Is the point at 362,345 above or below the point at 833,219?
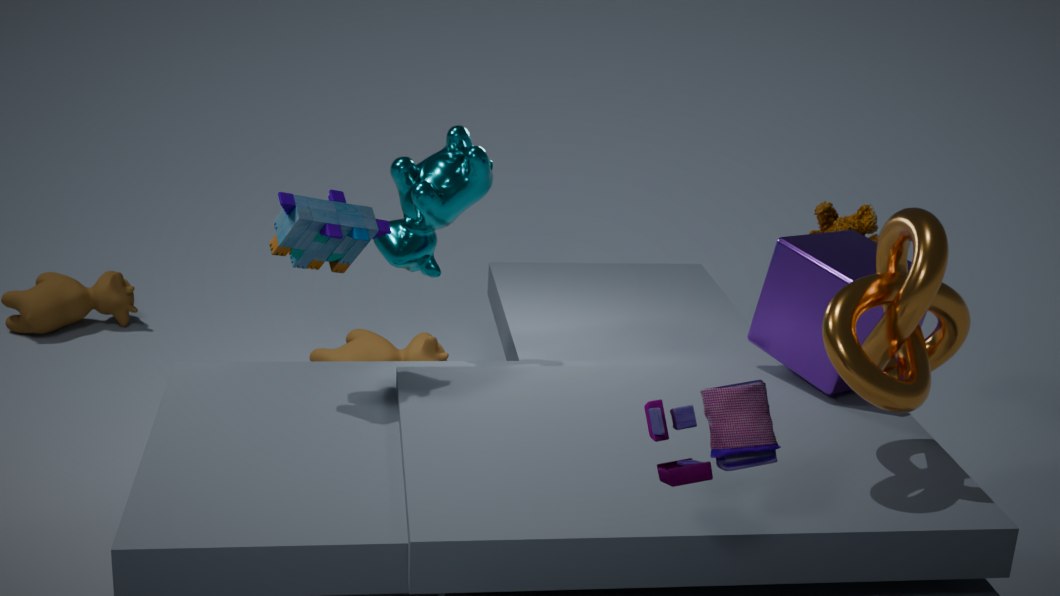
below
